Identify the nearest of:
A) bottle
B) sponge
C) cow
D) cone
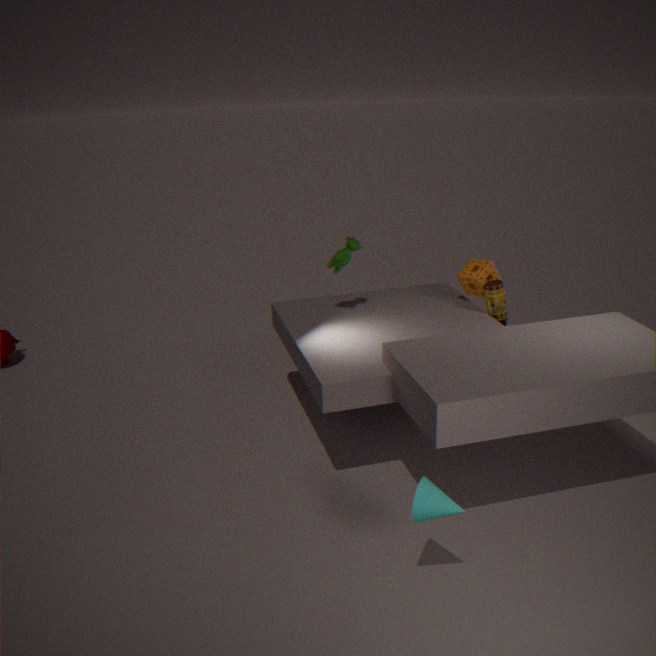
cone
